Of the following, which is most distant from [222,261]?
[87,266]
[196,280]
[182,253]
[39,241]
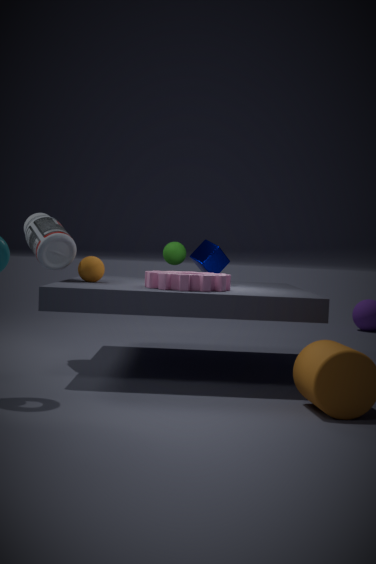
[39,241]
